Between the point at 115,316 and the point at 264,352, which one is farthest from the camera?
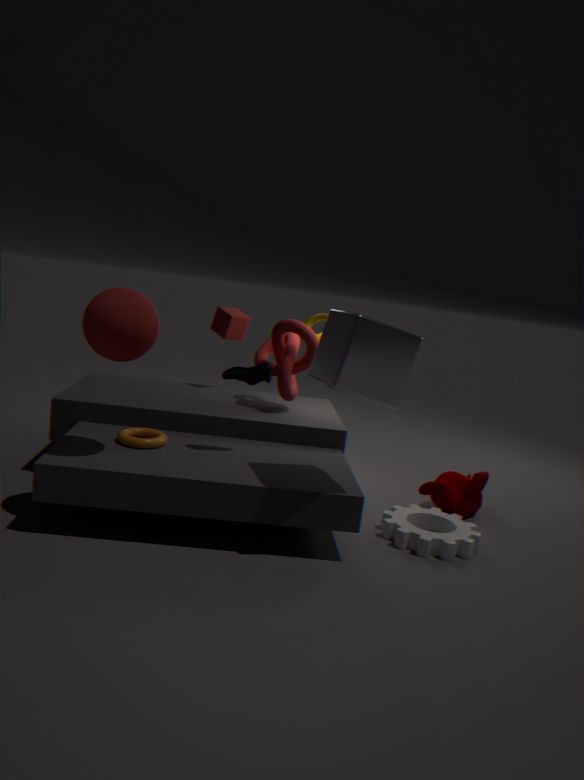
the point at 264,352
